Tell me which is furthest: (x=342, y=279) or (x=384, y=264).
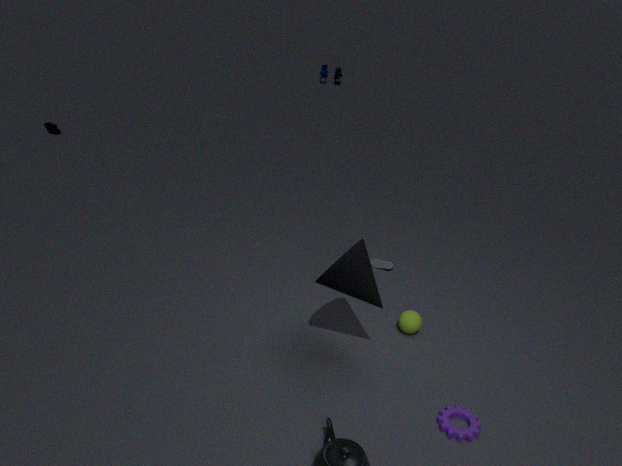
(x=384, y=264)
